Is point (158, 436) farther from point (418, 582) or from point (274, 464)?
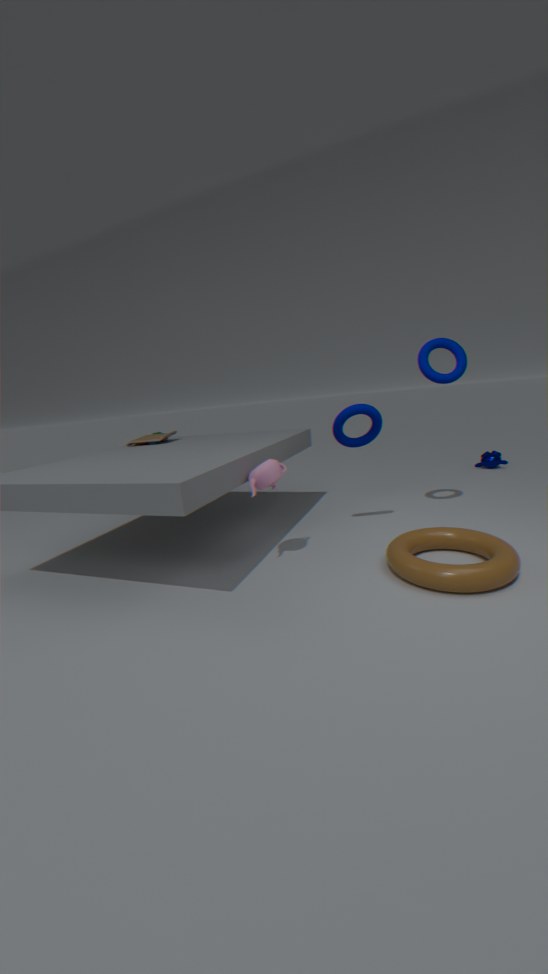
point (418, 582)
